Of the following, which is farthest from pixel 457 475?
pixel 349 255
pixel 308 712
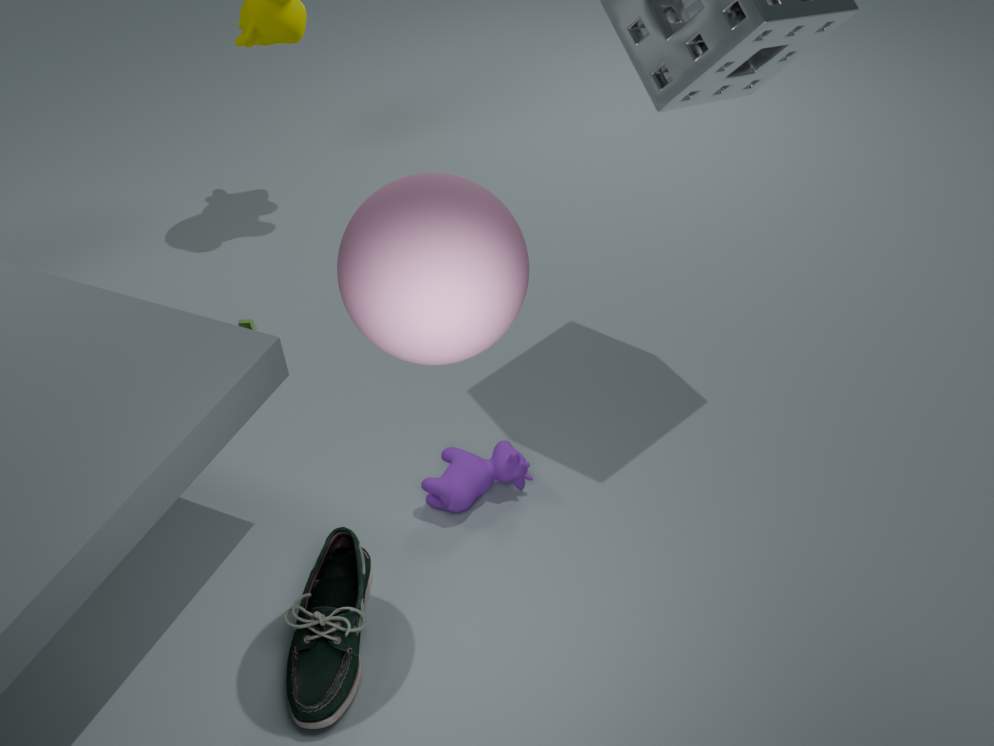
pixel 349 255
